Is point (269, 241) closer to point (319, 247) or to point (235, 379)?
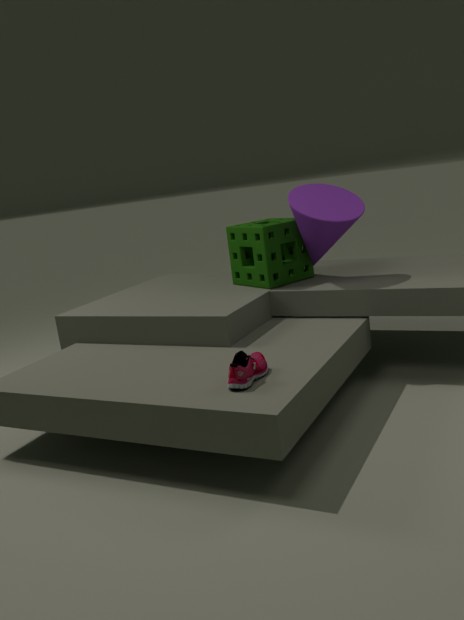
point (319, 247)
